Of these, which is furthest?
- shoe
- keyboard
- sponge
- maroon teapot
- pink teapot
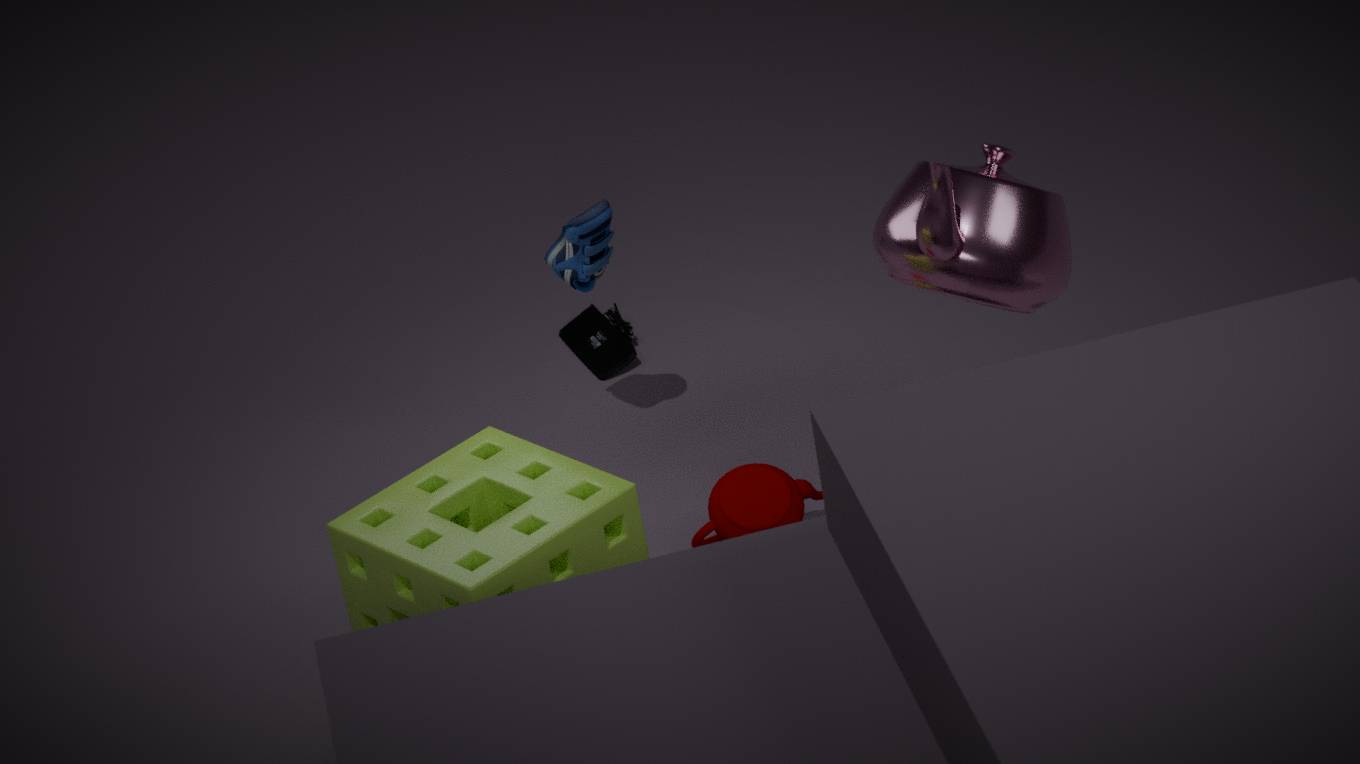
keyboard
